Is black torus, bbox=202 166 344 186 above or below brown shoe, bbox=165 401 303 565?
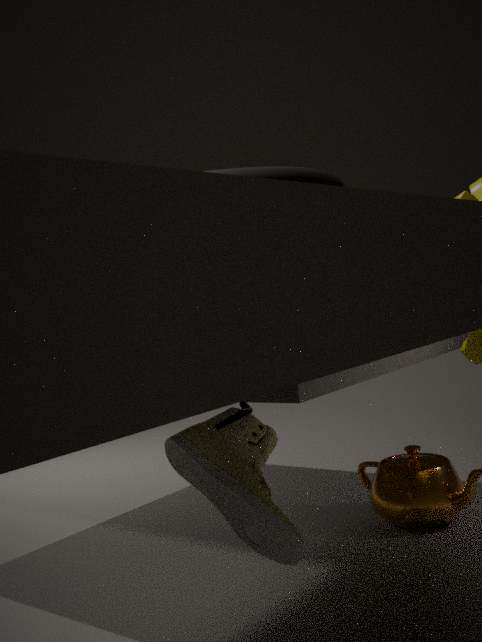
above
